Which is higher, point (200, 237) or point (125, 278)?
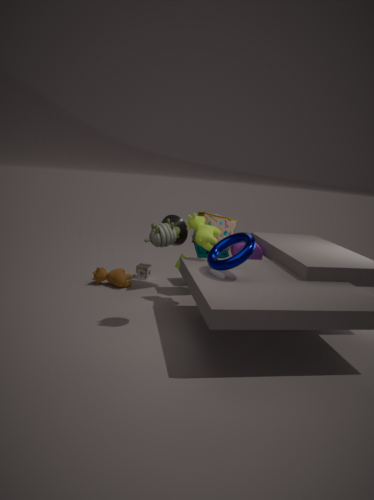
point (200, 237)
